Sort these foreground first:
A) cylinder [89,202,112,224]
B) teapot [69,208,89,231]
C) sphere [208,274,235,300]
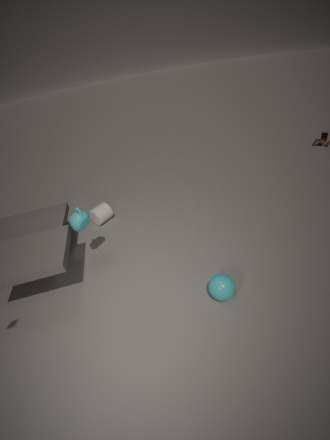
sphere [208,274,235,300] → teapot [69,208,89,231] → cylinder [89,202,112,224]
